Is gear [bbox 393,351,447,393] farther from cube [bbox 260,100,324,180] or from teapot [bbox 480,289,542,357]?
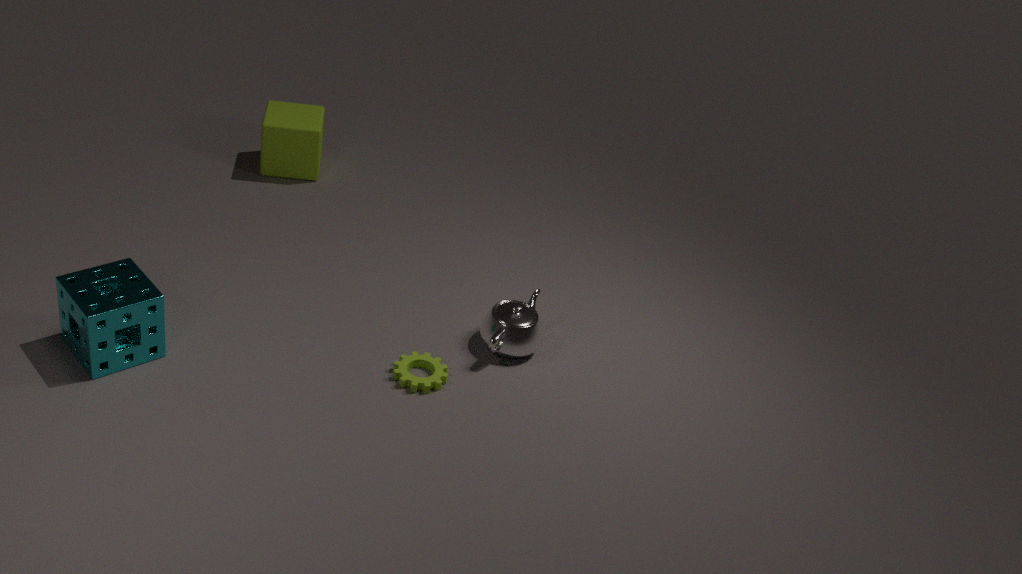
cube [bbox 260,100,324,180]
